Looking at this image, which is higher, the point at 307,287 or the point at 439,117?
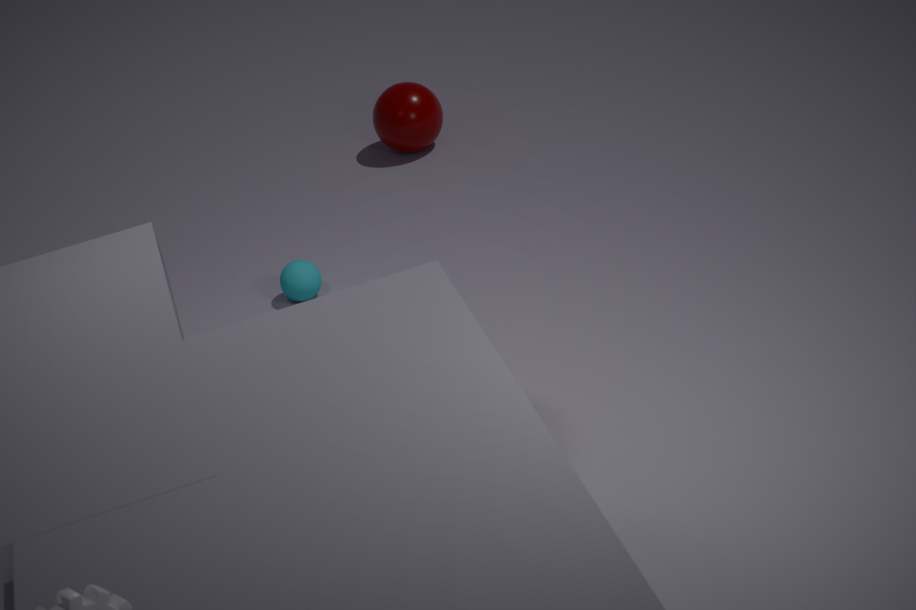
the point at 439,117
